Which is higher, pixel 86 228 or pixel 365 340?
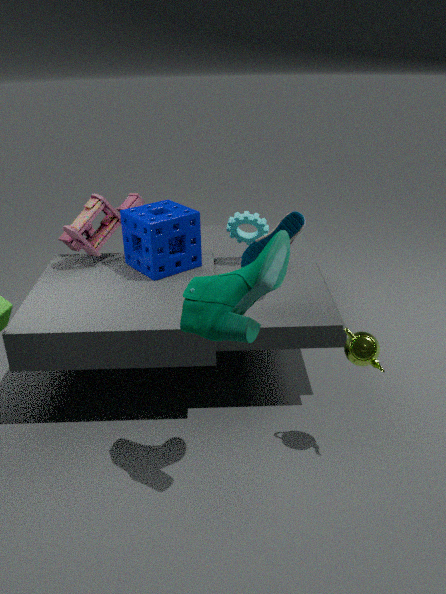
pixel 86 228
